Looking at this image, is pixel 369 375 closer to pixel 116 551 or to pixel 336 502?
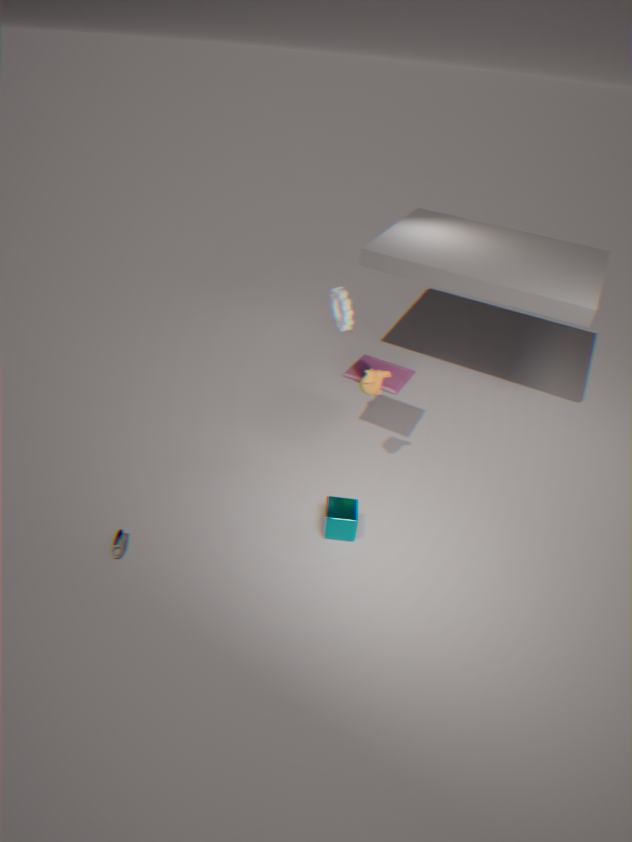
pixel 336 502
